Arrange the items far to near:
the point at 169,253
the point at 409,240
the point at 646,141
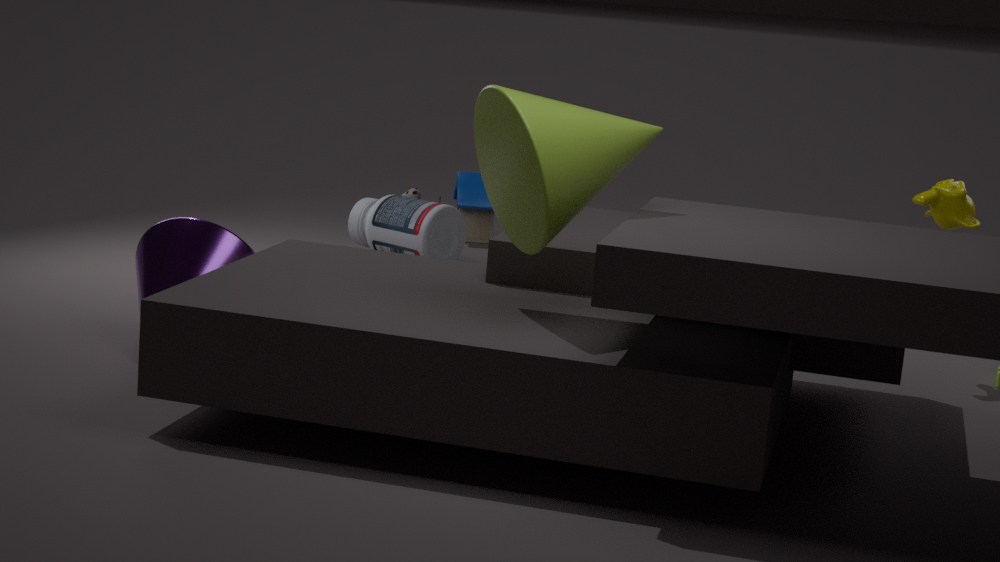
the point at 409,240 < the point at 169,253 < the point at 646,141
